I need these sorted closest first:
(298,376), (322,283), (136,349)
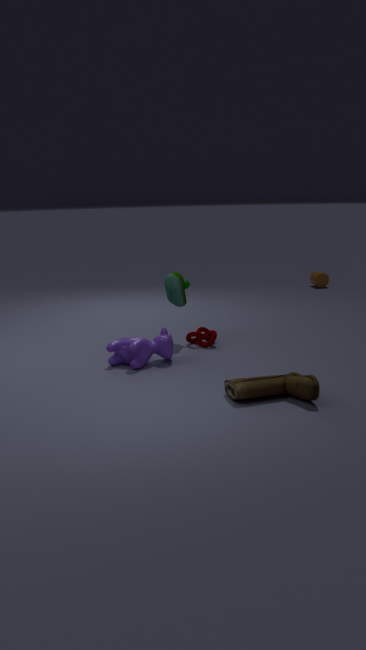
(298,376) → (136,349) → (322,283)
